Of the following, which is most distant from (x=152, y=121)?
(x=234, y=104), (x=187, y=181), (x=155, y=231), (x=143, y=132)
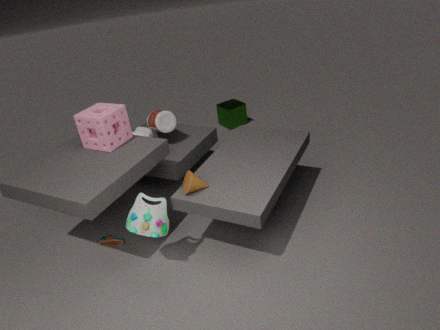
(x=234, y=104)
